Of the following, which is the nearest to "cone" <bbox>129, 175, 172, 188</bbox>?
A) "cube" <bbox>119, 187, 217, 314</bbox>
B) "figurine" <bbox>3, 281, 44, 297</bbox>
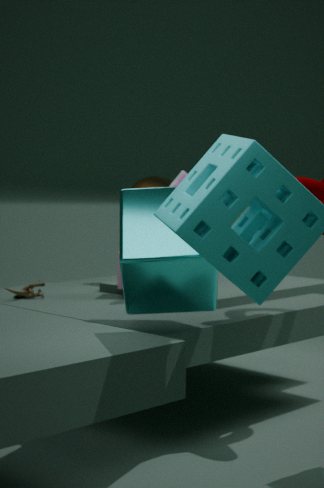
"figurine" <bbox>3, 281, 44, 297</bbox>
